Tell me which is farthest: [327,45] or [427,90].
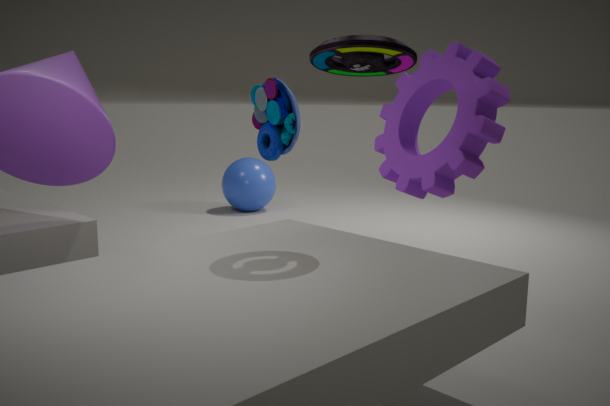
[427,90]
